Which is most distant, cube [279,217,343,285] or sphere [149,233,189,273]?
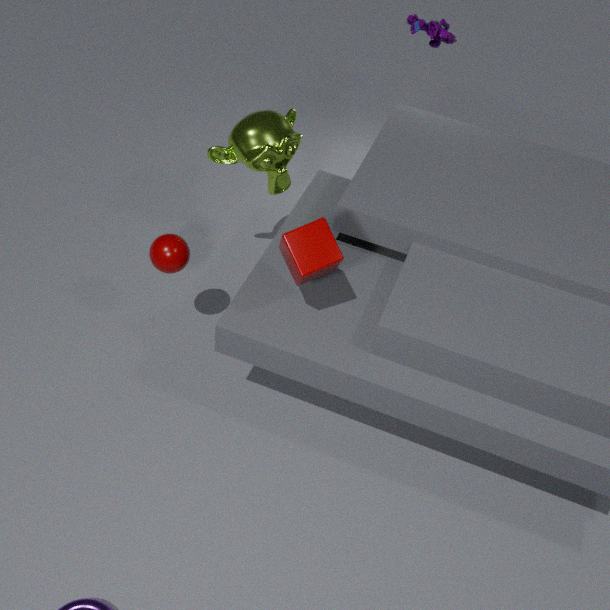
sphere [149,233,189,273]
